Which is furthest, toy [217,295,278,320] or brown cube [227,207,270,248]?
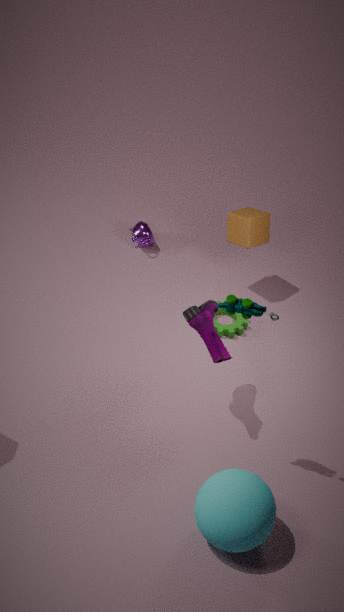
brown cube [227,207,270,248]
